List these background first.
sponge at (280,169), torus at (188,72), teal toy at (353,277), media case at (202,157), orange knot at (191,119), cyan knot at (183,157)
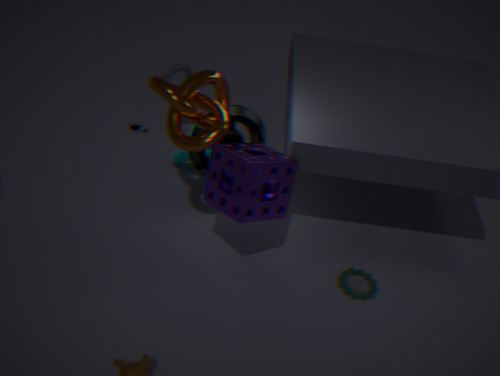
torus at (188,72) < cyan knot at (183,157) < teal toy at (353,277) < media case at (202,157) < sponge at (280,169) < orange knot at (191,119)
